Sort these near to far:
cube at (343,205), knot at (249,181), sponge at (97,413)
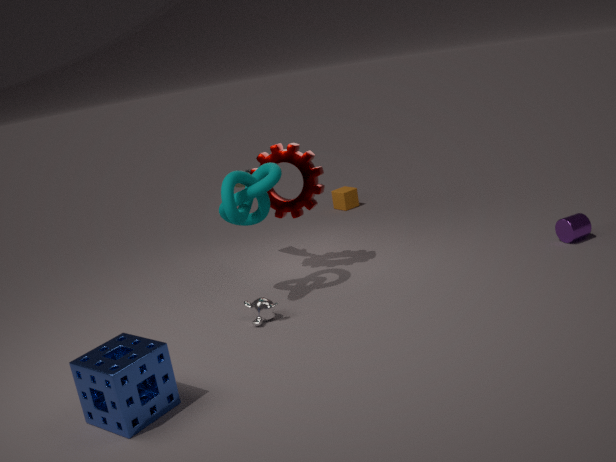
sponge at (97,413), knot at (249,181), cube at (343,205)
